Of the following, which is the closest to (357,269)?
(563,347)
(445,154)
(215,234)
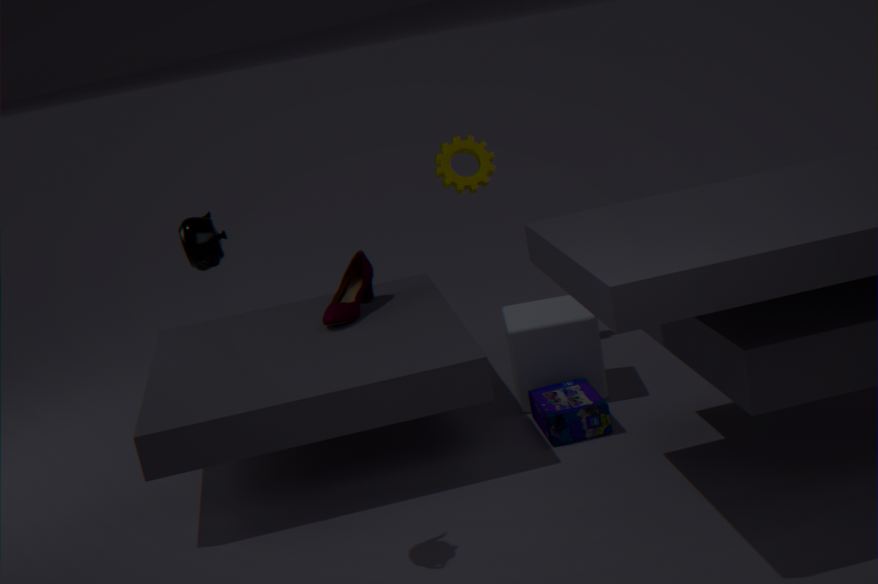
(445,154)
